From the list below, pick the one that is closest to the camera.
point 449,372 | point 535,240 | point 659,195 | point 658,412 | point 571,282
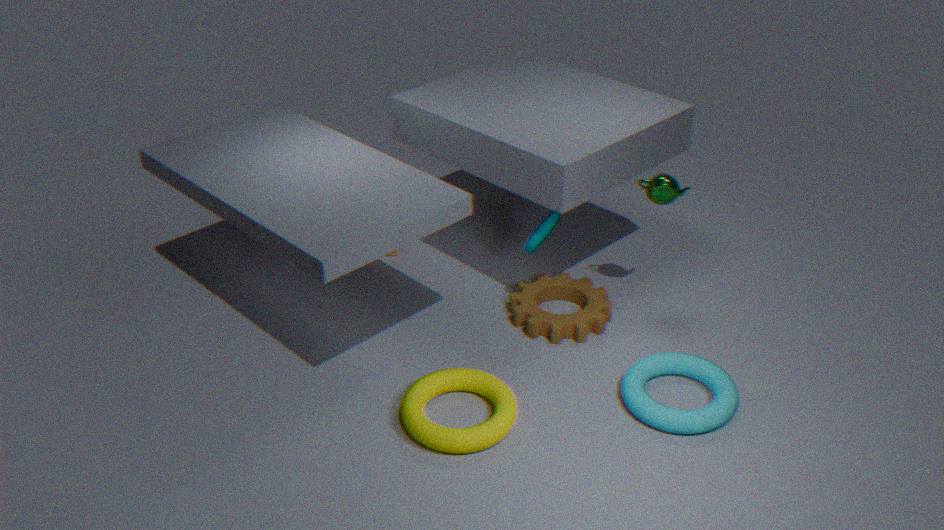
point 658,412
